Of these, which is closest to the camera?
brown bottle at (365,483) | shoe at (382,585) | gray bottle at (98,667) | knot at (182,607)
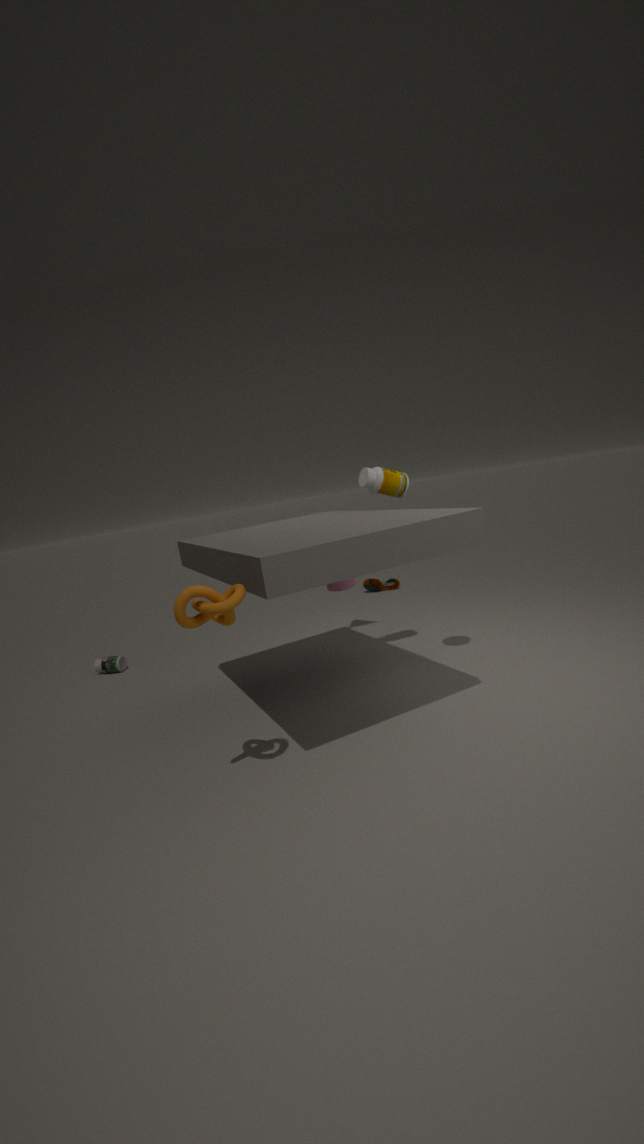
knot at (182,607)
